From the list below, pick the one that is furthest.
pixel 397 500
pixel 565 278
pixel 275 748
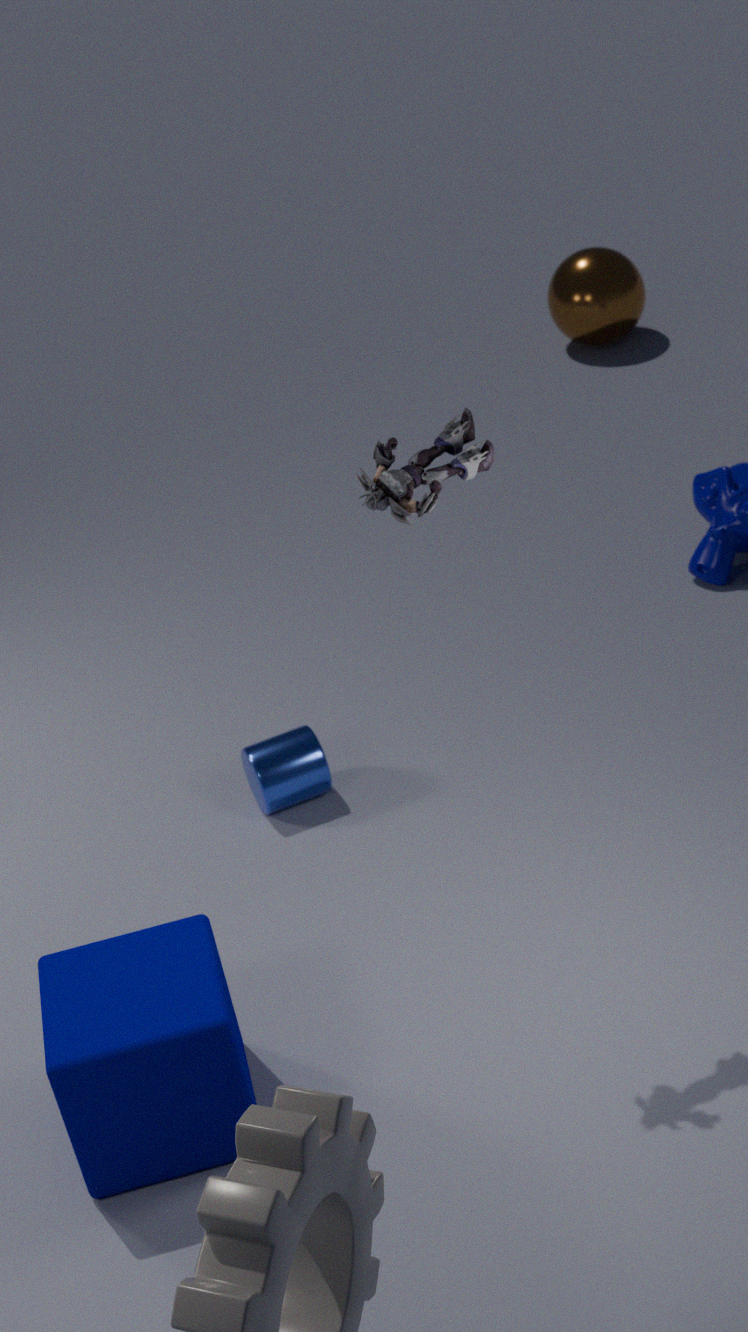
pixel 565 278
